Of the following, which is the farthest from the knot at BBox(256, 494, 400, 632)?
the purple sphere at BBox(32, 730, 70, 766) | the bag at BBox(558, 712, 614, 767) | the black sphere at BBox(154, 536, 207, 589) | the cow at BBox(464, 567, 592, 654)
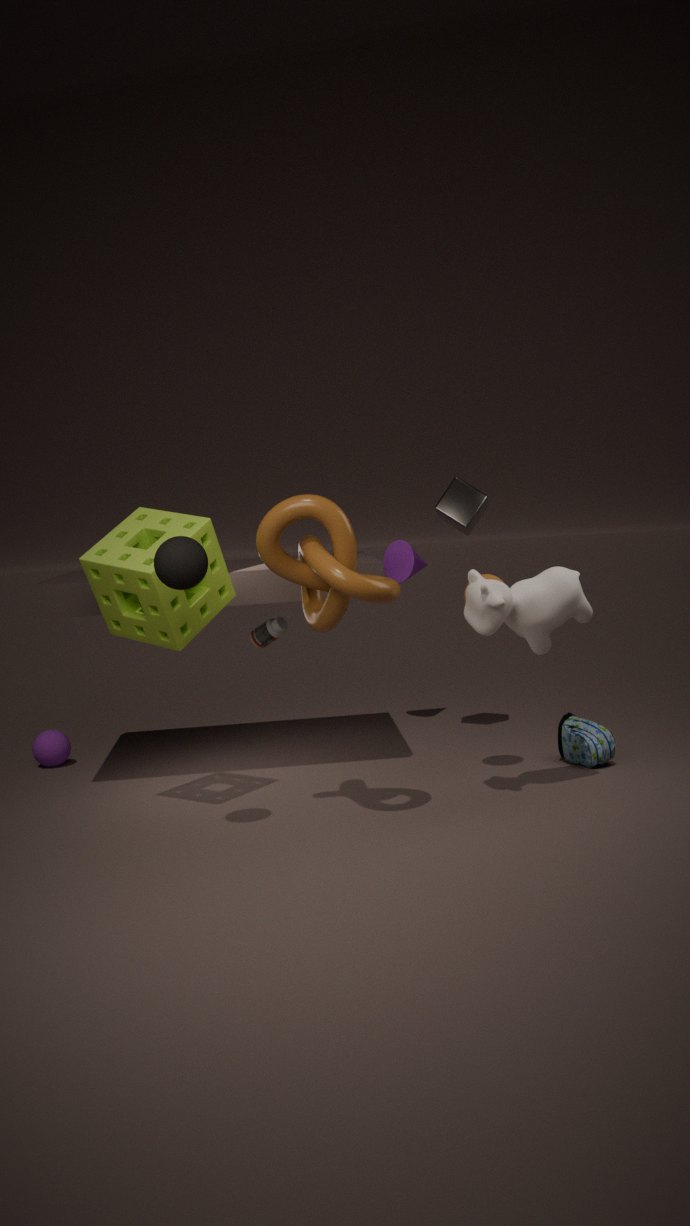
the purple sphere at BBox(32, 730, 70, 766)
